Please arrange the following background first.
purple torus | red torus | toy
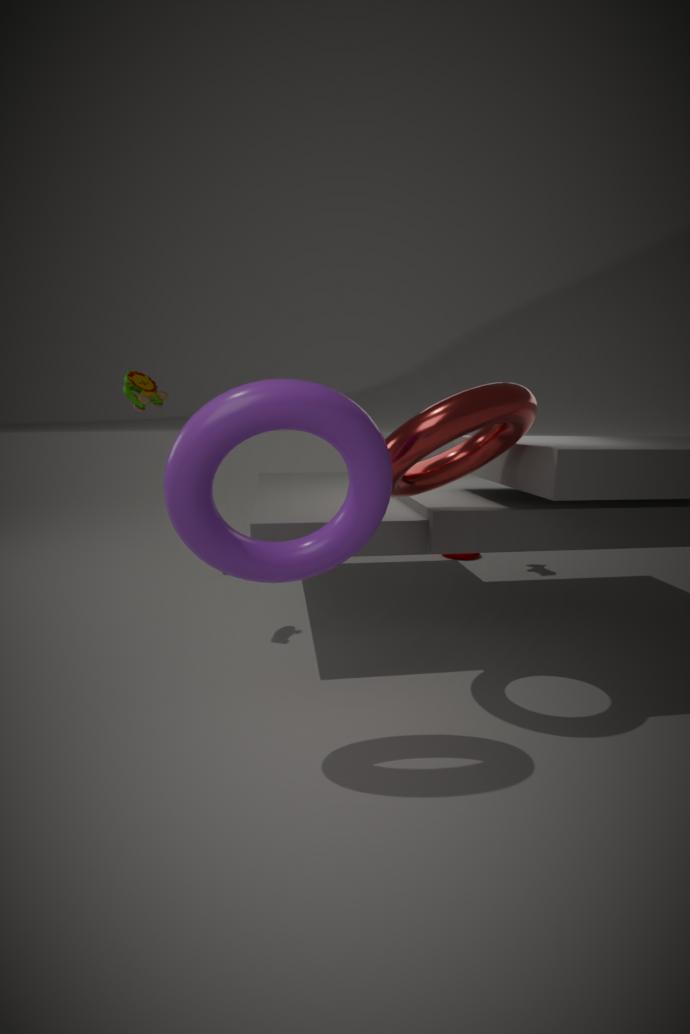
toy
red torus
purple torus
